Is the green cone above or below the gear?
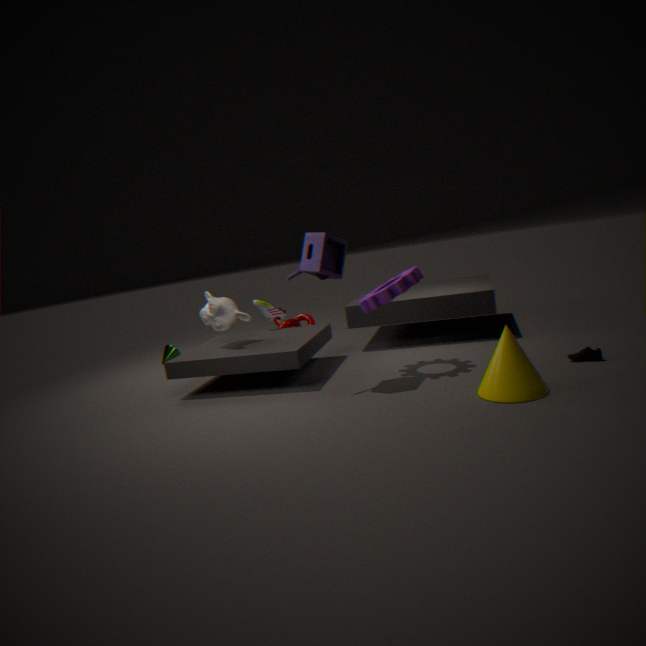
below
